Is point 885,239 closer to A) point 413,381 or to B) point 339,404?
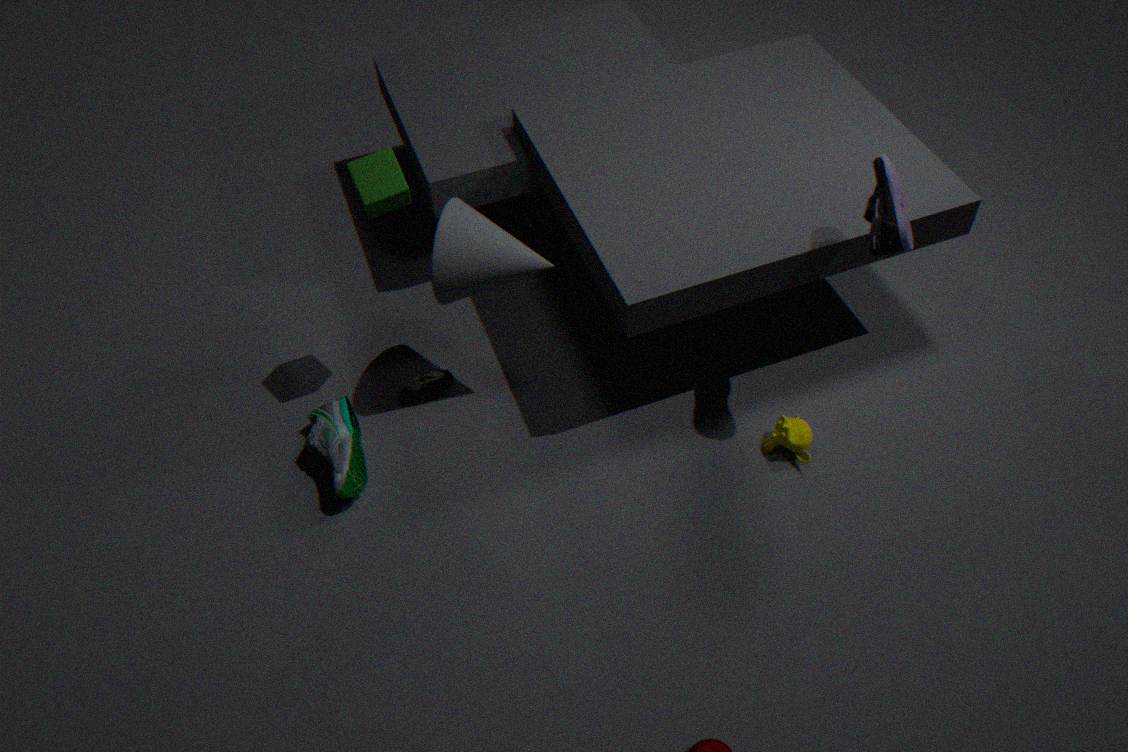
A) point 413,381
